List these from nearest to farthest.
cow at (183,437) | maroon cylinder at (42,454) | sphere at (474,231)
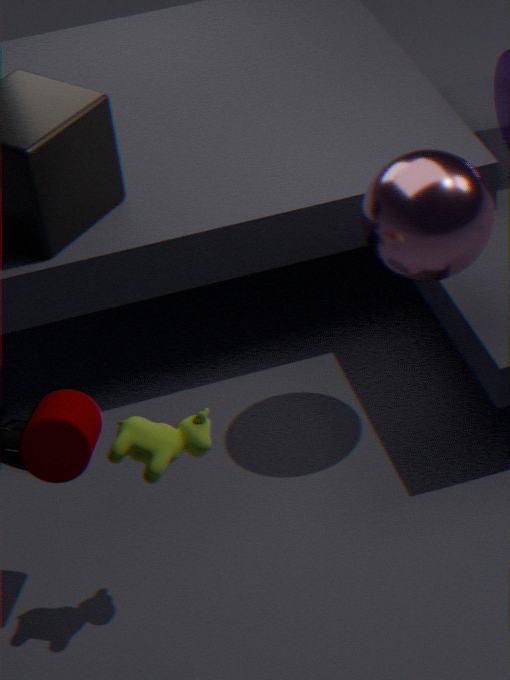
cow at (183,437) < maroon cylinder at (42,454) < sphere at (474,231)
